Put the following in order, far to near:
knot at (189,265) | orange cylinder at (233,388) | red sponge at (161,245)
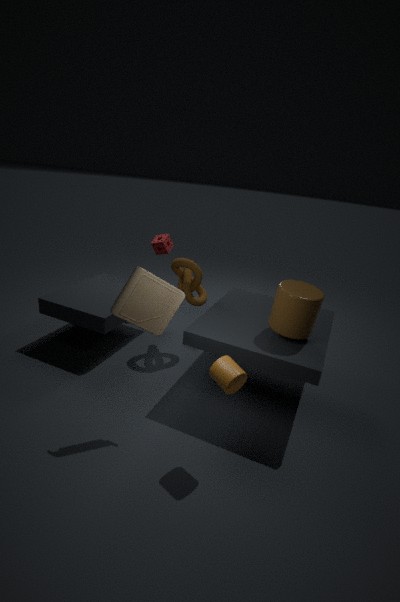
red sponge at (161,245), knot at (189,265), orange cylinder at (233,388)
